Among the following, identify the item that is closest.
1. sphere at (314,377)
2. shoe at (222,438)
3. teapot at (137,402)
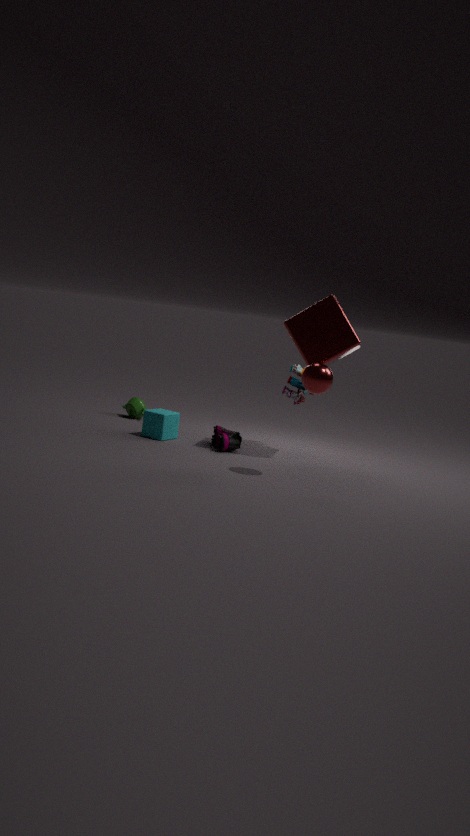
sphere at (314,377)
